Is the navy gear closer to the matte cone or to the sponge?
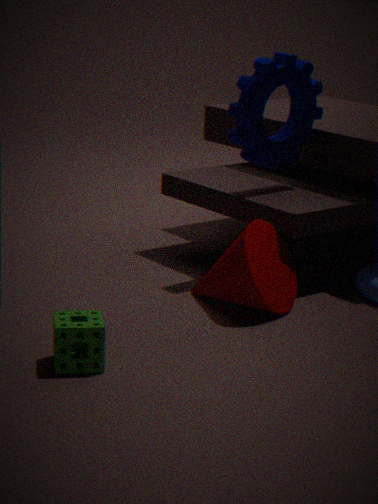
the matte cone
